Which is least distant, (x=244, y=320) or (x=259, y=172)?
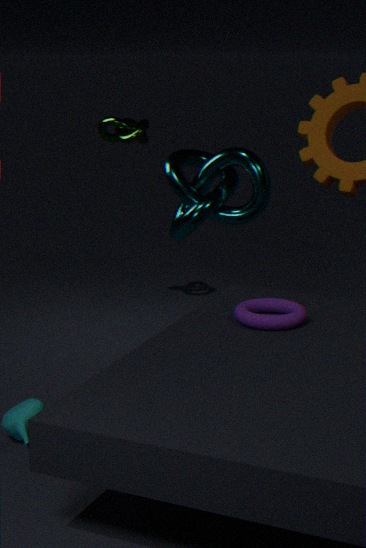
(x=244, y=320)
